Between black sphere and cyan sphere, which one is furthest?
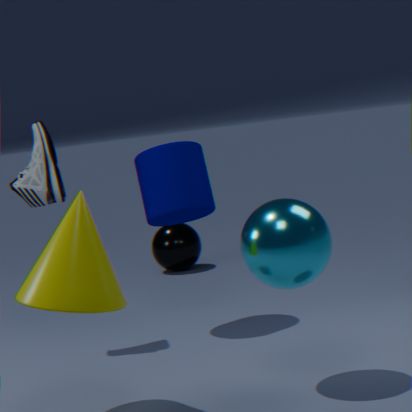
black sphere
